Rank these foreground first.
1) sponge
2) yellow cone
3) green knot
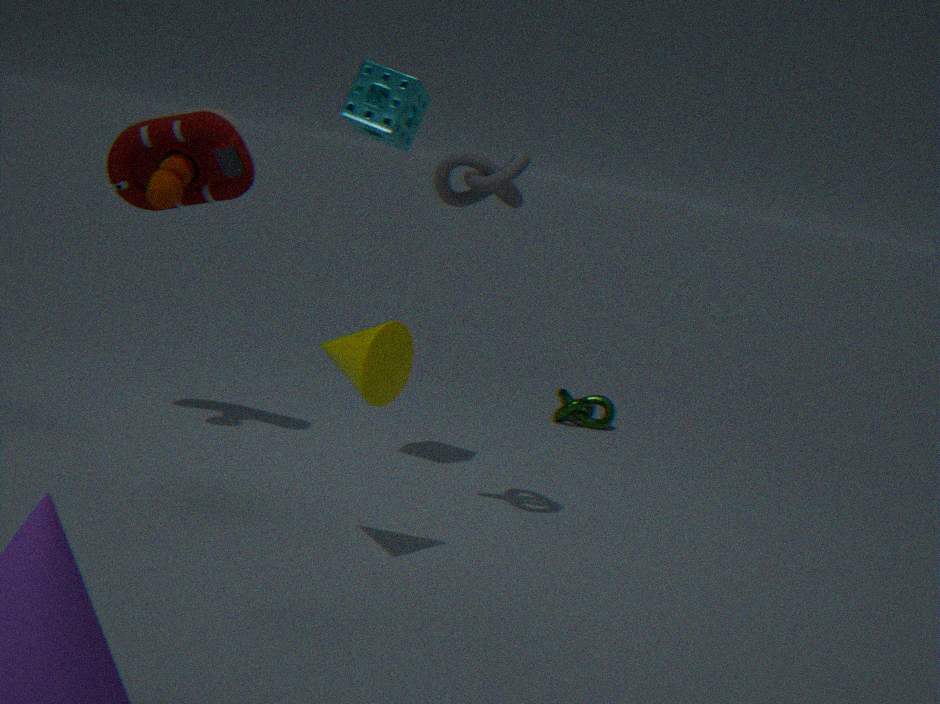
2. yellow cone < 1. sponge < 3. green knot
